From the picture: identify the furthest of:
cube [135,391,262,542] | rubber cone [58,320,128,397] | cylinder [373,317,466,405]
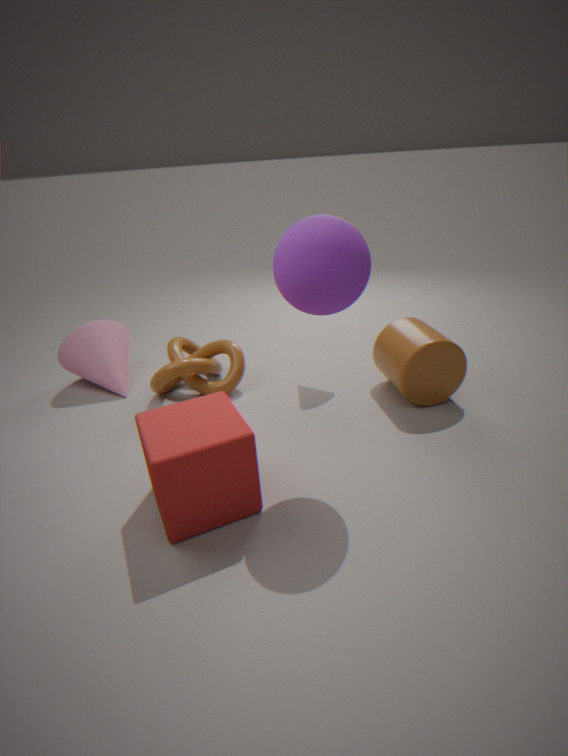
rubber cone [58,320,128,397]
